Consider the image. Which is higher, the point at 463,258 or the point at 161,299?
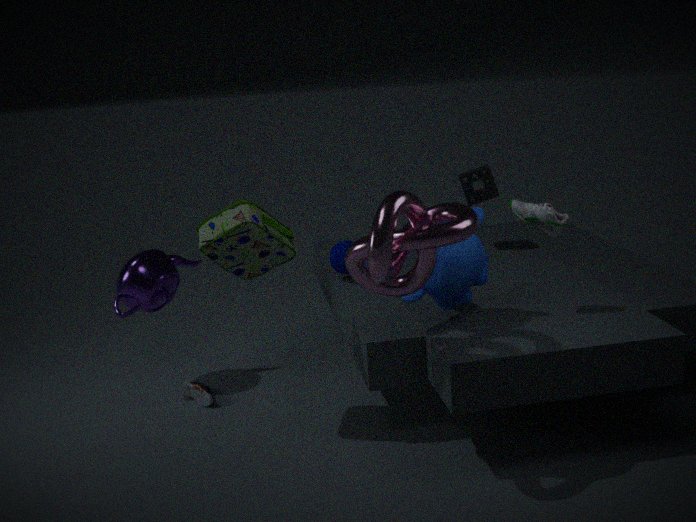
the point at 463,258
